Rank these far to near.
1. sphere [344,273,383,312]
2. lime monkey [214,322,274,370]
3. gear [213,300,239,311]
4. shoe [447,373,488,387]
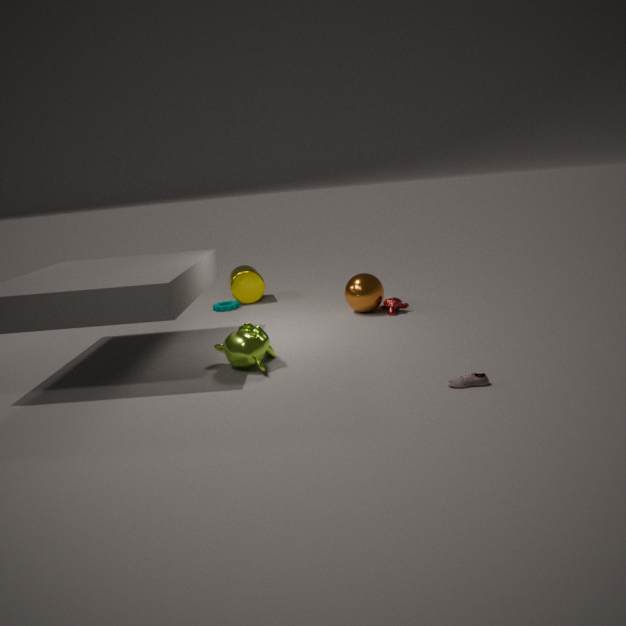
gear [213,300,239,311] < sphere [344,273,383,312] < lime monkey [214,322,274,370] < shoe [447,373,488,387]
